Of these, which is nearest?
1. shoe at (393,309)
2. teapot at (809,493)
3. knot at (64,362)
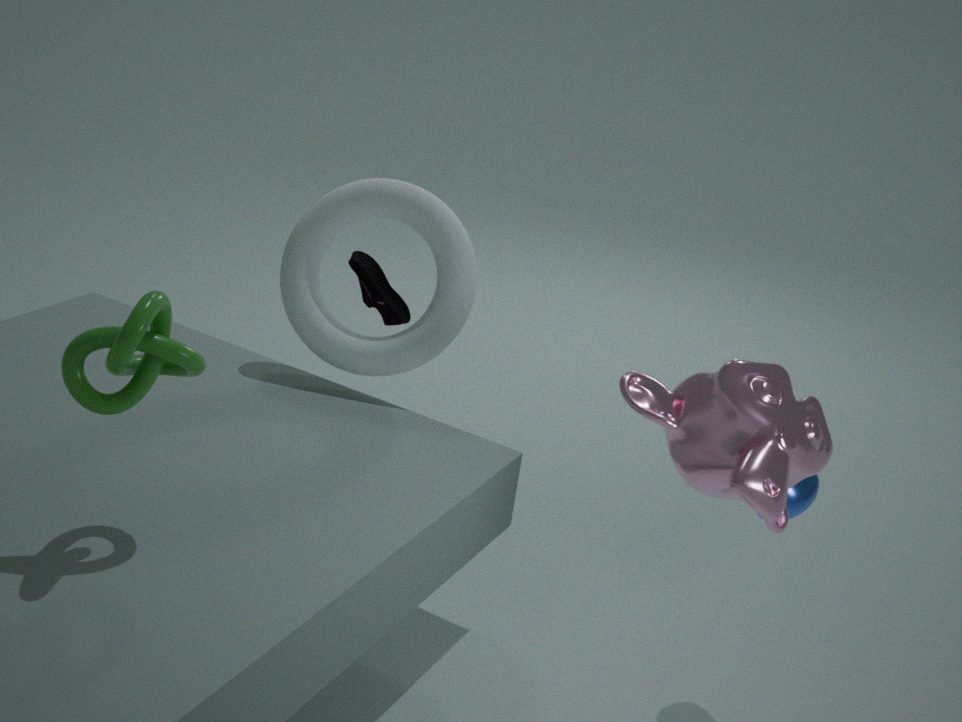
knot at (64,362)
